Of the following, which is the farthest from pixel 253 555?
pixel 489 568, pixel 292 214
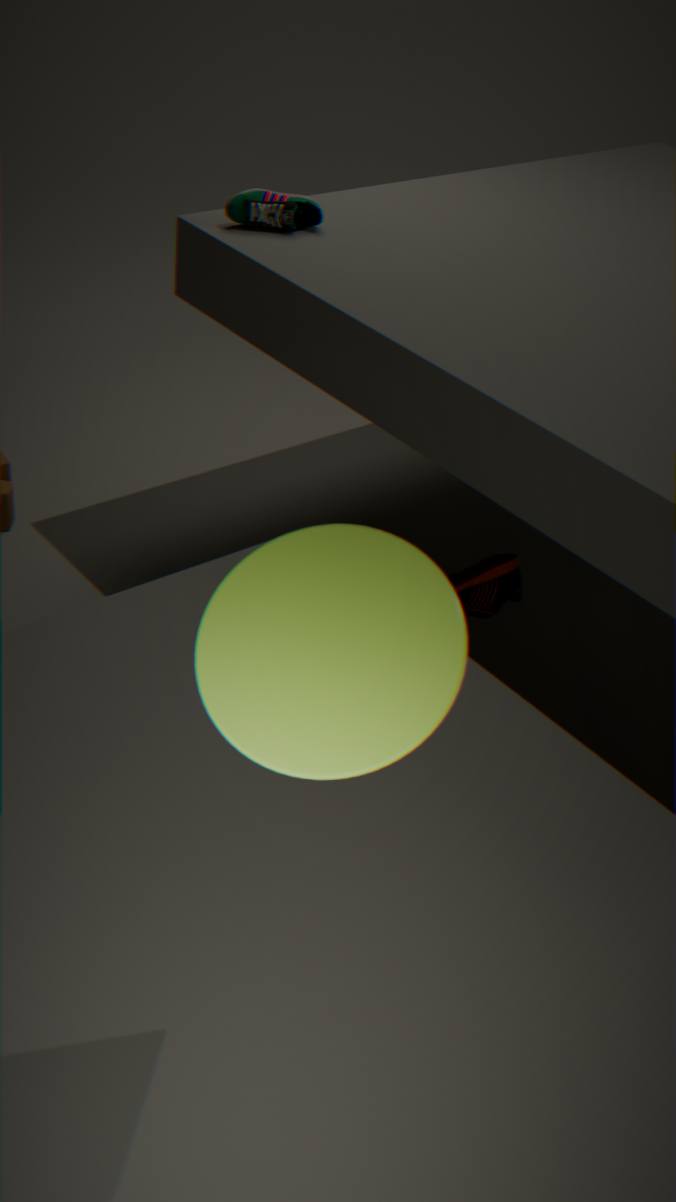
pixel 292 214
